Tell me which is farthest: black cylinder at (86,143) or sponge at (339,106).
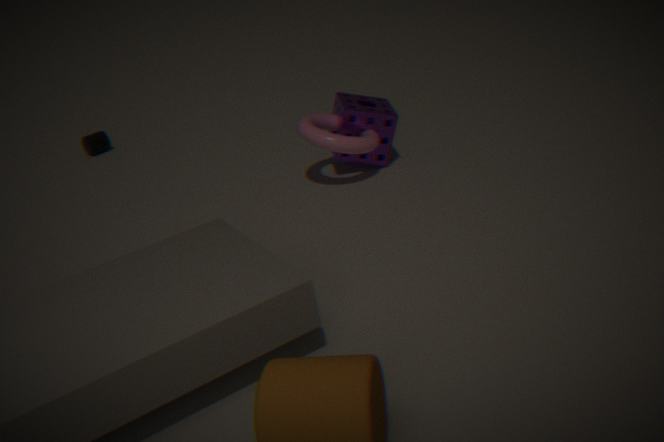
black cylinder at (86,143)
